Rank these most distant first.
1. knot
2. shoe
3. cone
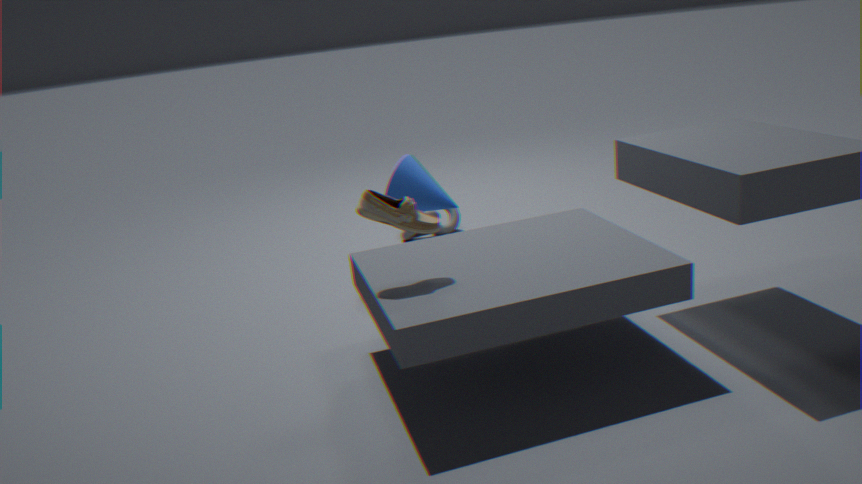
knot
cone
shoe
